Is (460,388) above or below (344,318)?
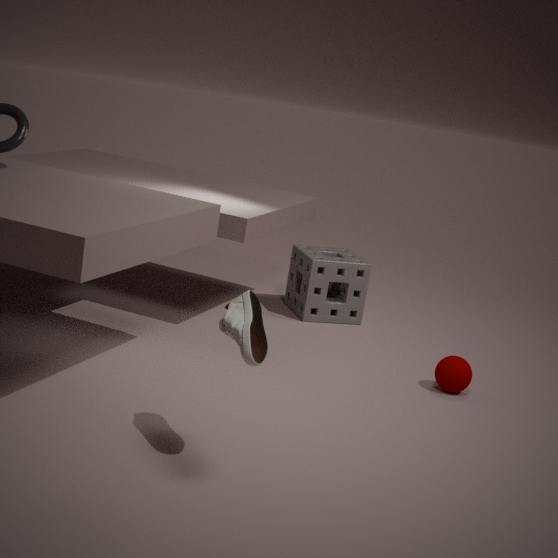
below
